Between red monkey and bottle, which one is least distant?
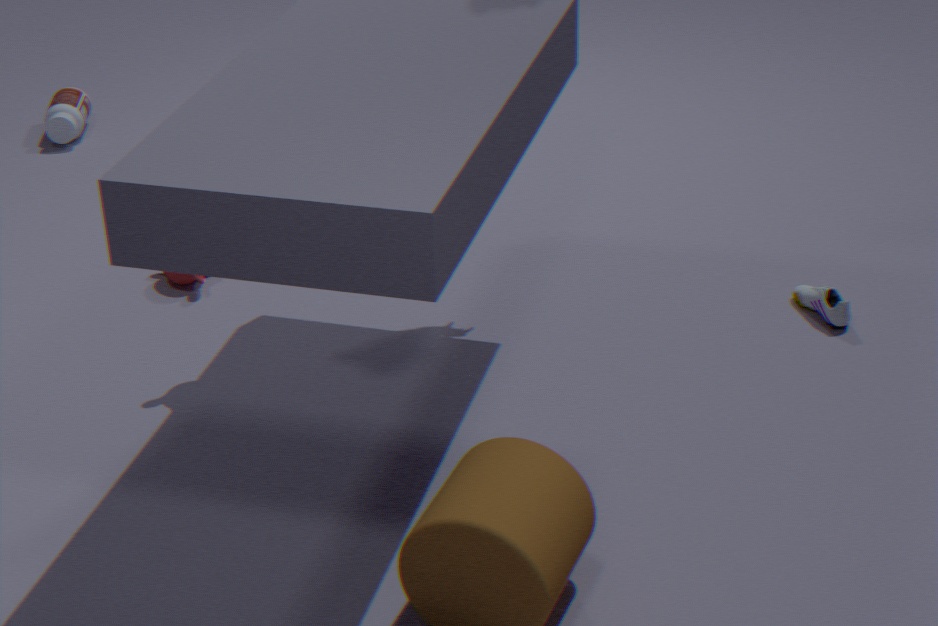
red monkey
